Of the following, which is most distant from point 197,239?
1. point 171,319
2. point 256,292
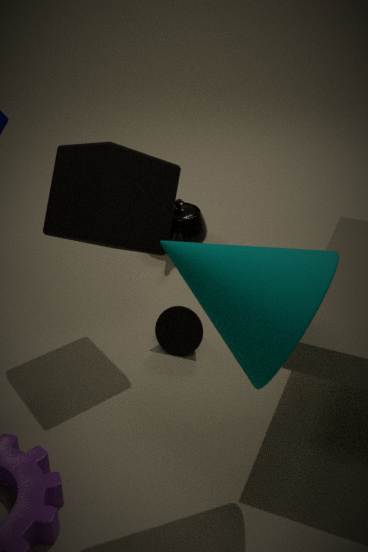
point 256,292
